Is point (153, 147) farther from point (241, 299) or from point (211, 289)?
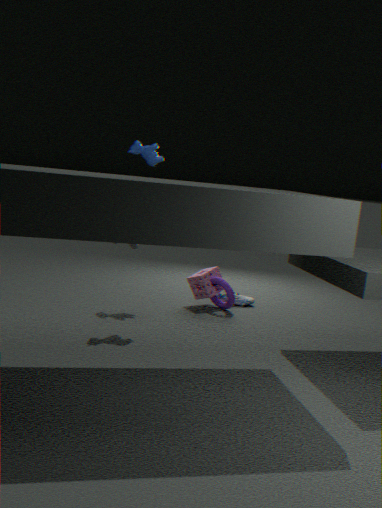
point (241, 299)
